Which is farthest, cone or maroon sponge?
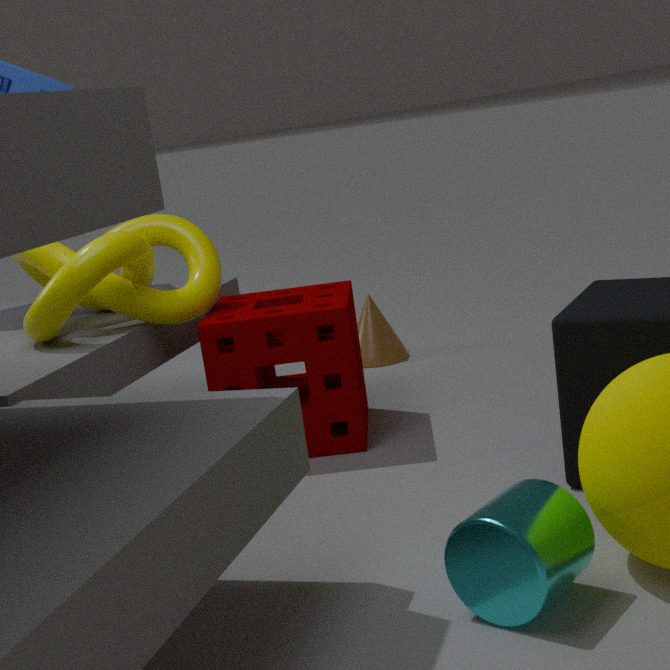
cone
